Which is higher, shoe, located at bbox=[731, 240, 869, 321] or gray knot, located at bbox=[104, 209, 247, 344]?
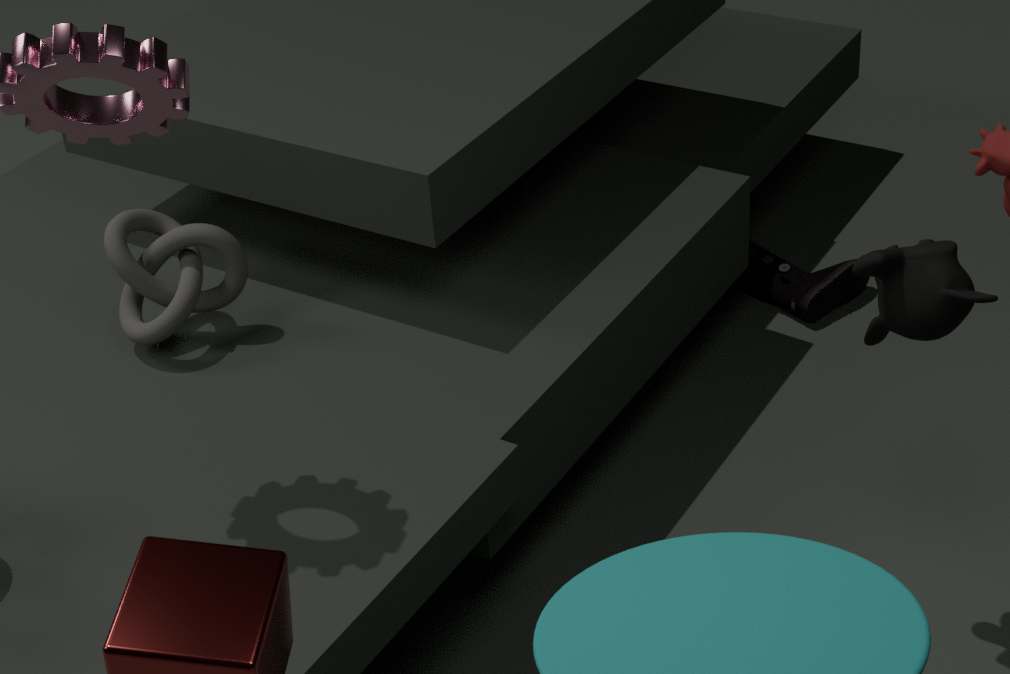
gray knot, located at bbox=[104, 209, 247, 344]
